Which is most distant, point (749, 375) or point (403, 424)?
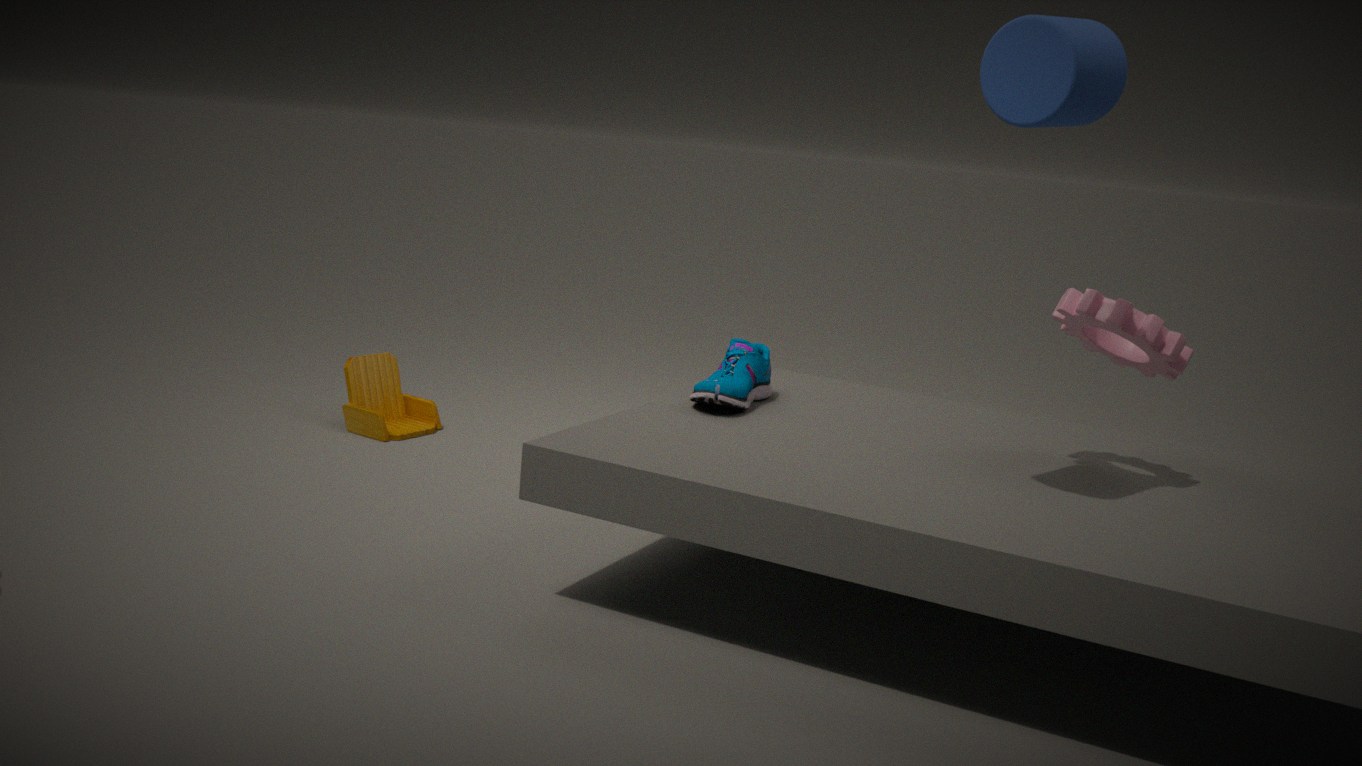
point (403, 424)
